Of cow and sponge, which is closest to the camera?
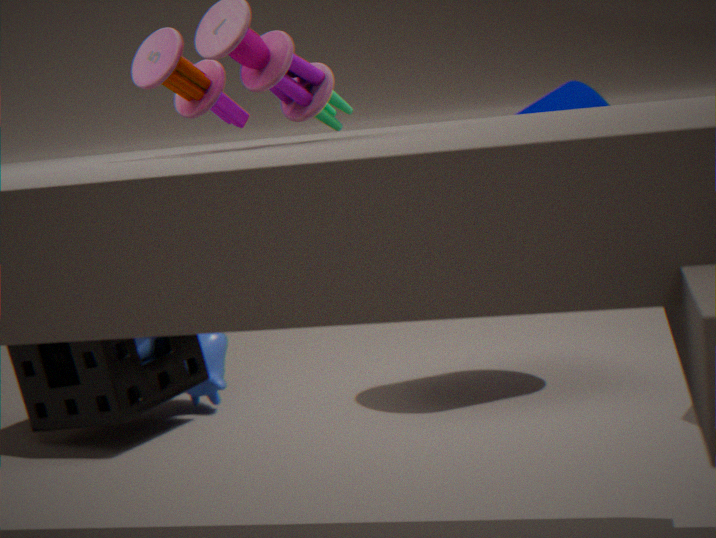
sponge
